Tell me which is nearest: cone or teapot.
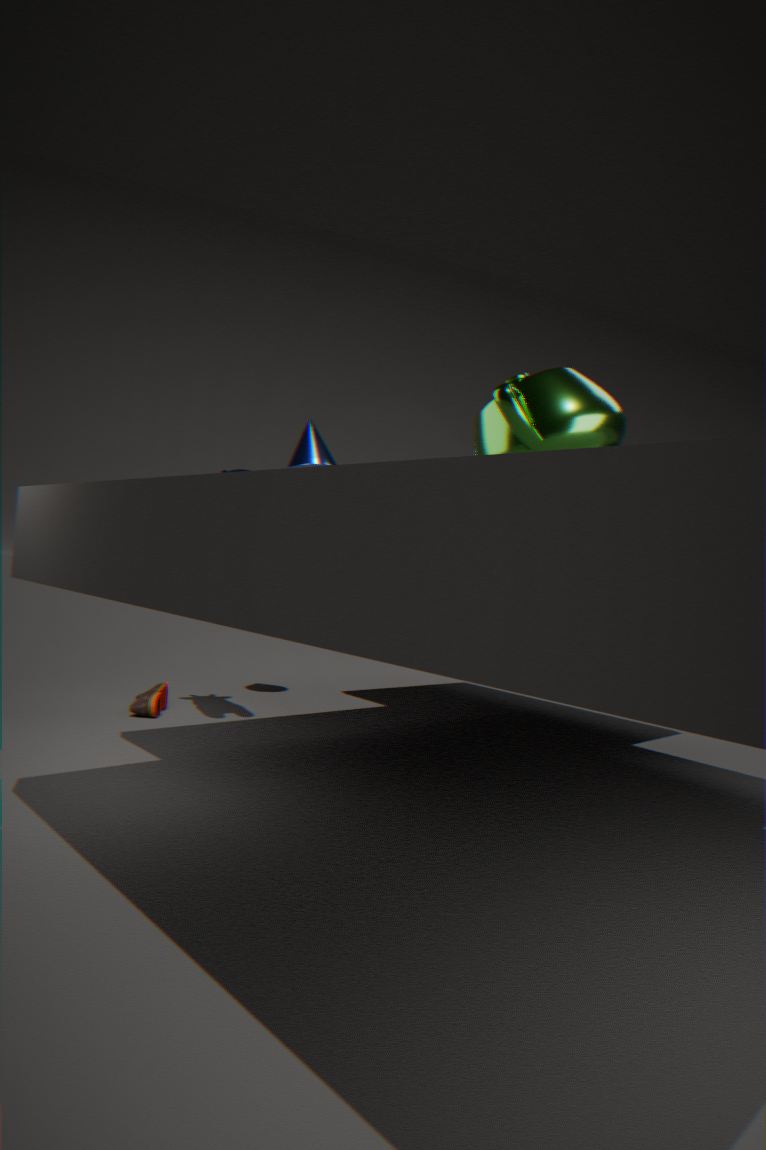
teapot
